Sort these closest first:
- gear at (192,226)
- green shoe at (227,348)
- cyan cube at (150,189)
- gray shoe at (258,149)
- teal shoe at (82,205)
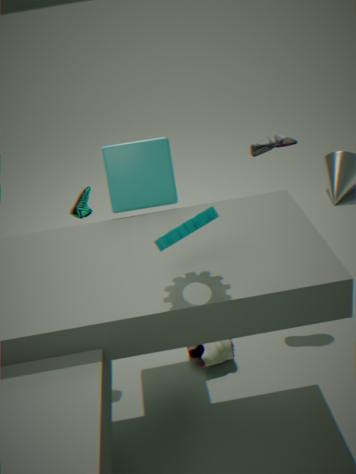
gear at (192,226) < cyan cube at (150,189) < green shoe at (227,348) < teal shoe at (82,205) < gray shoe at (258,149)
